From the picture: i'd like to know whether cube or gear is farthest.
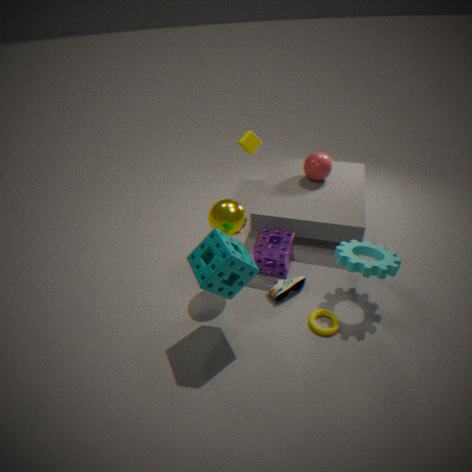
cube
